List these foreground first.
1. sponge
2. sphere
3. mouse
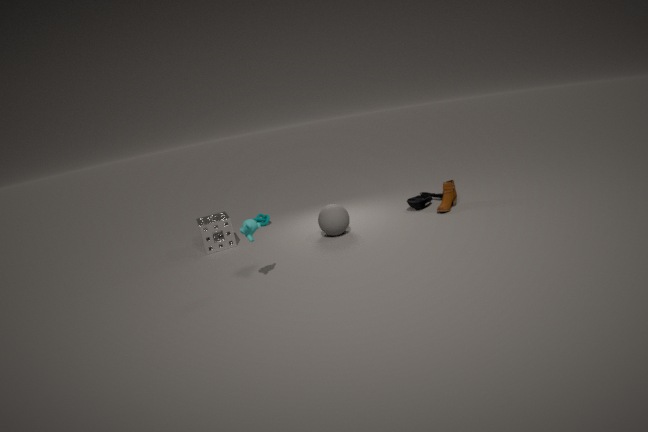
sphere
sponge
mouse
